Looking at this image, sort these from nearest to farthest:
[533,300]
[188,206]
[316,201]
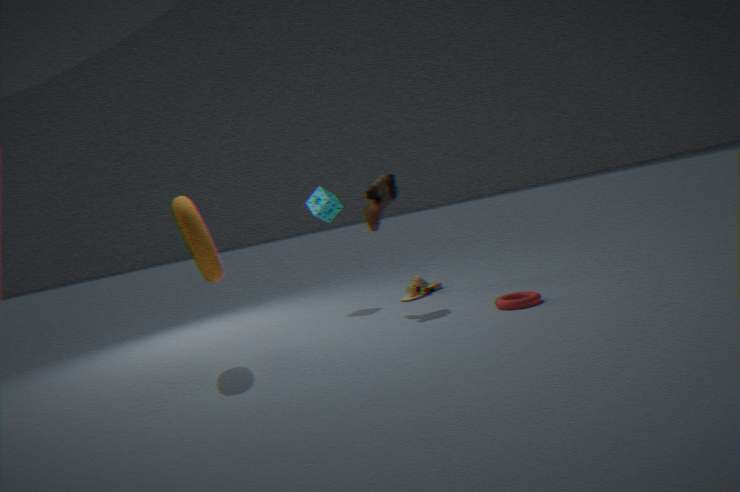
[188,206], [533,300], [316,201]
